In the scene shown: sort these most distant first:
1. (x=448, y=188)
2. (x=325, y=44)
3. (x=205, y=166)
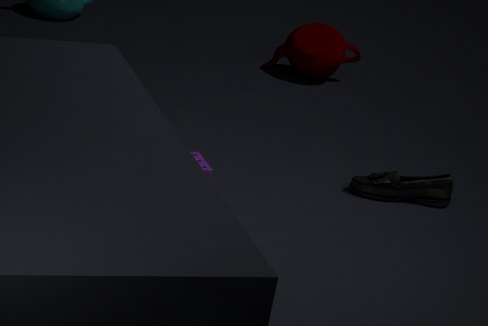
(x=325, y=44) < (x=448, y=188) < (x=205, y=166)
